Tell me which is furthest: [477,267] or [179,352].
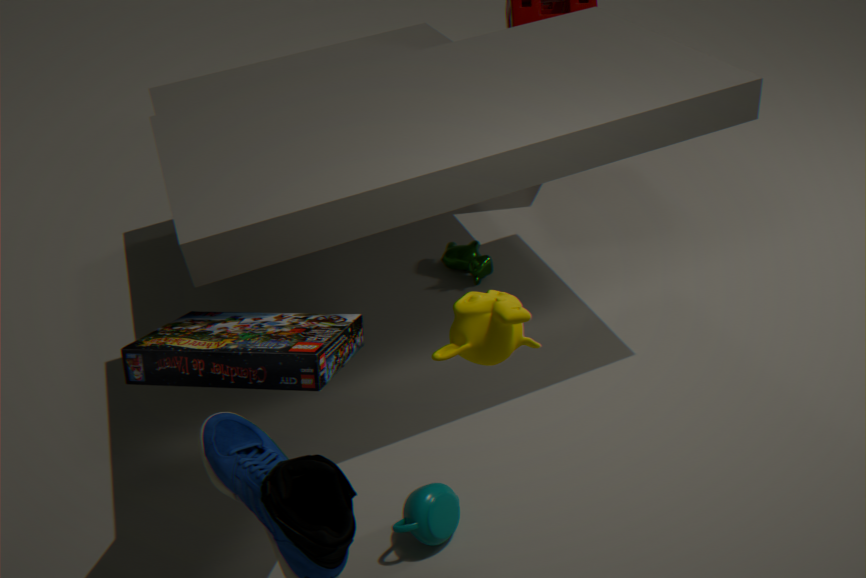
[477,267]
